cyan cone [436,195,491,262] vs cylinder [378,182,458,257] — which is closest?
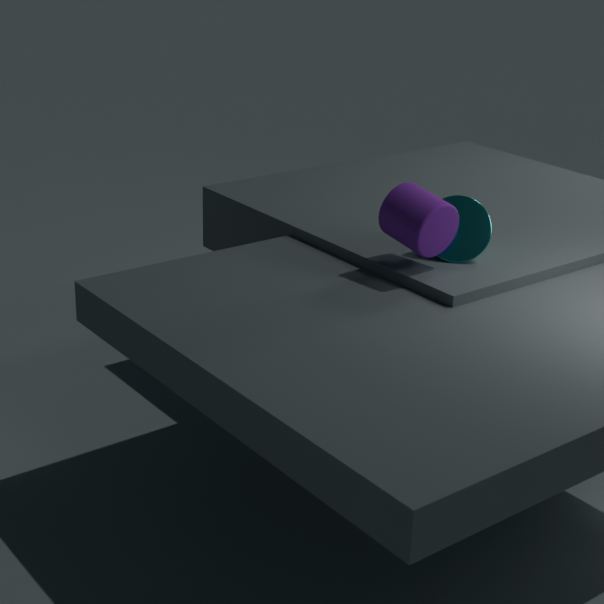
cylinder [378,182,458,257]
